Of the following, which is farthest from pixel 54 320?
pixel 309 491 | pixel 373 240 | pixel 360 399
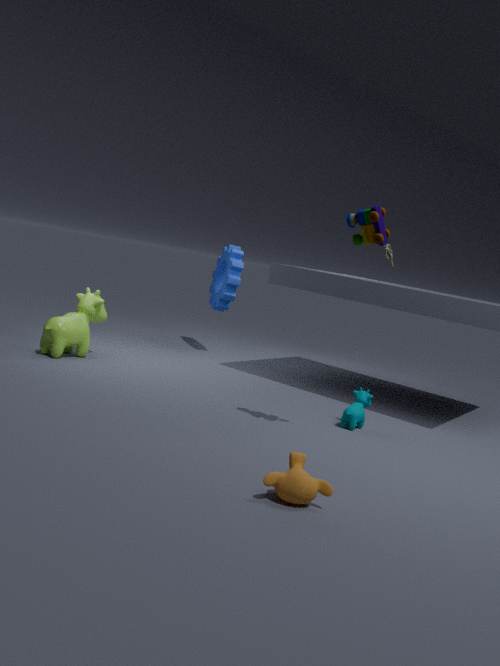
pixel 309 491
